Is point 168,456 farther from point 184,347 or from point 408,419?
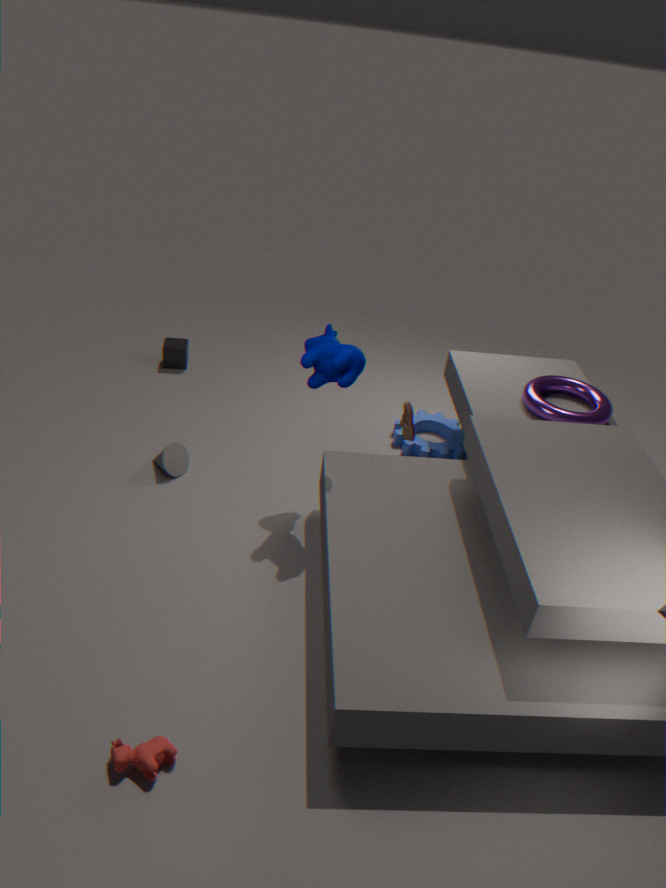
point 408,419
